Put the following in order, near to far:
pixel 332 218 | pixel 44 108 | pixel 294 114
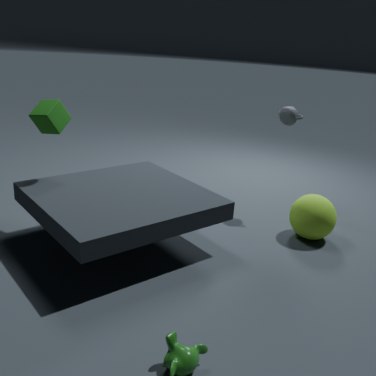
pixel 44 108
pixel 332 218
pixel 294 114
